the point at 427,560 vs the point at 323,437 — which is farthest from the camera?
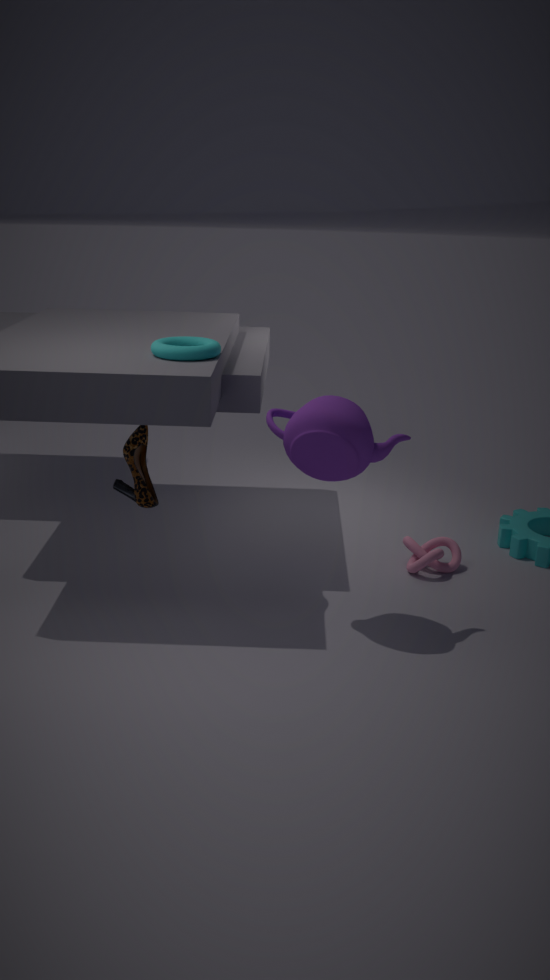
the point at 427,560
